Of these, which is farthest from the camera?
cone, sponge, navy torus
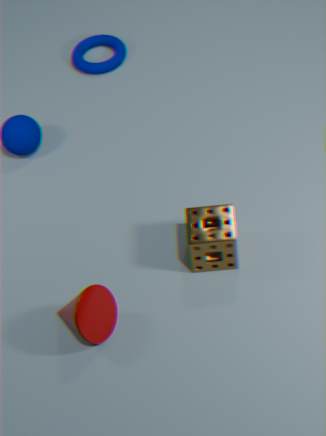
navy torus
